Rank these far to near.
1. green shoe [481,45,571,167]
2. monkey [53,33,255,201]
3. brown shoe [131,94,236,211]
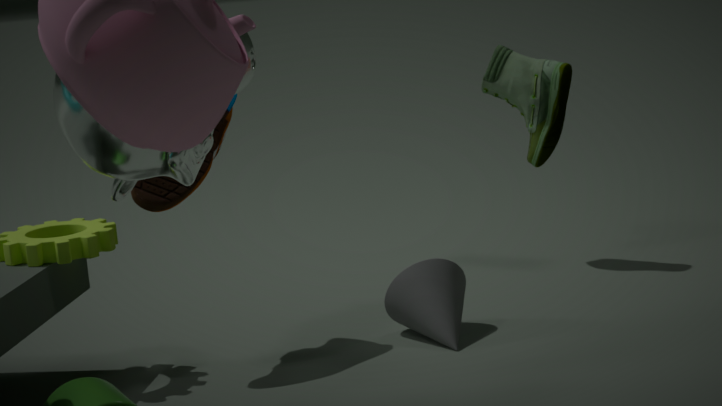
1. green shoe [481,45,571,167]
2. brown shoe [131,94,236,211]
3. monkey [53,33,255,201]
